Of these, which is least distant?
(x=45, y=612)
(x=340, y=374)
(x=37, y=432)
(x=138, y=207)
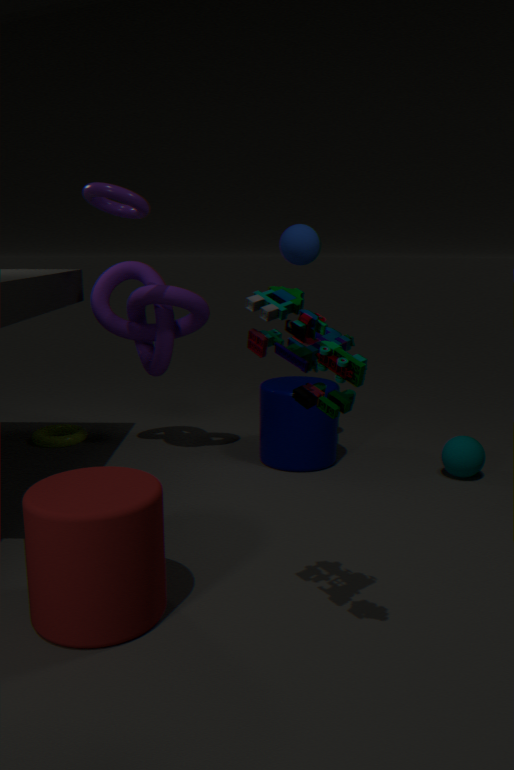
(x=340, y=374)
